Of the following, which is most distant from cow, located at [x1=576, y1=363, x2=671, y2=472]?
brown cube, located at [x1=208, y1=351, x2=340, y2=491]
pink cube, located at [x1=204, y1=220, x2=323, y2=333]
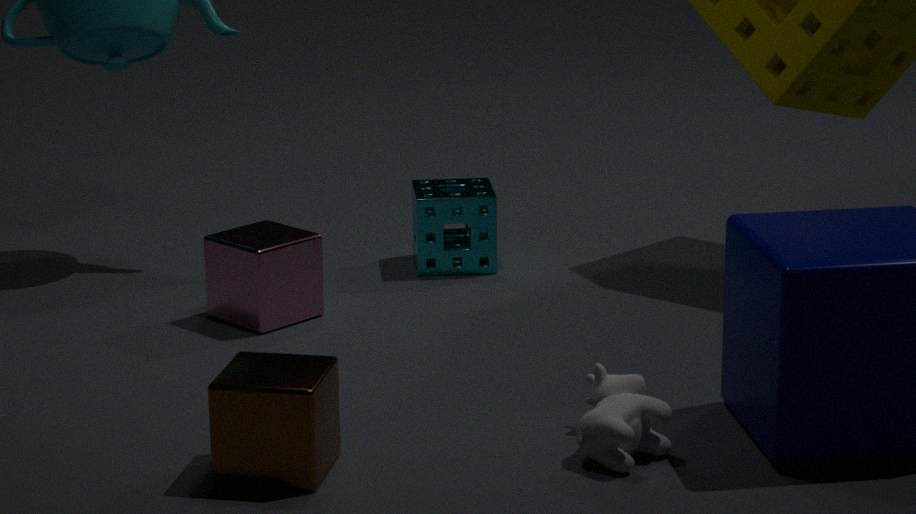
pink cube, located at [x1=204, y1=220, x2=323, y2=333]
